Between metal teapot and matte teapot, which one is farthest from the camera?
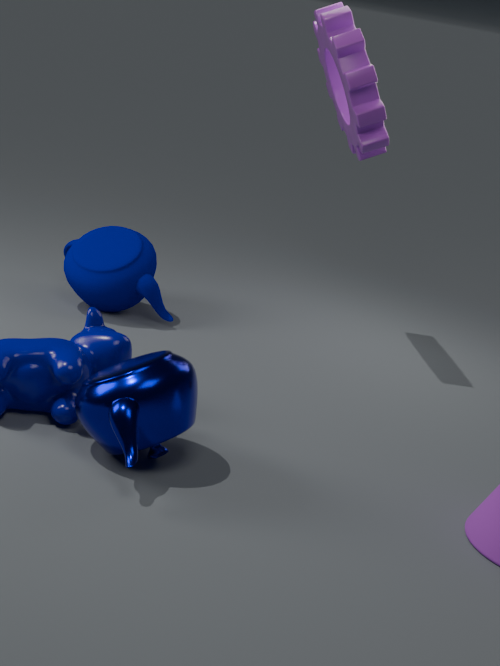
matte teapot
